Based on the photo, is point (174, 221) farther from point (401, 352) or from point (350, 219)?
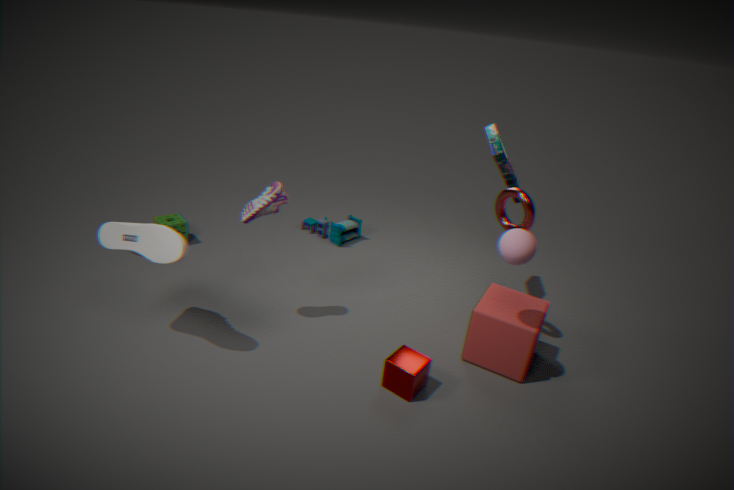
point (401, 352)
